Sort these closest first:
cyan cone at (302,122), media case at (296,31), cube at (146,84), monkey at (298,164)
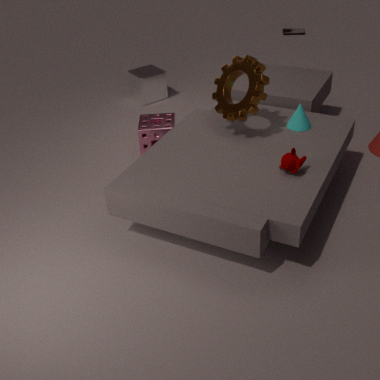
monkey at (298,164), cyan cone at (302,122), cube at (146,84), media case at (296,31)
